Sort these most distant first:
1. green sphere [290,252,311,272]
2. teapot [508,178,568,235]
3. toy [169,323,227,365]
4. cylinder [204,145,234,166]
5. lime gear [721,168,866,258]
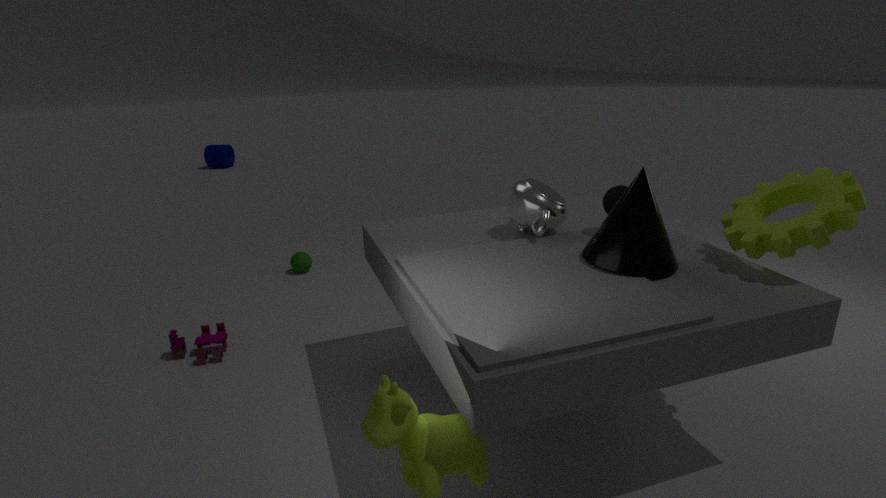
cylinder [204,145,234,166]
green sphere [290,252,311,272]
toy [169,323,227,365]
teapot [508,178,568,235]
lime gear [721,168,866,258]
